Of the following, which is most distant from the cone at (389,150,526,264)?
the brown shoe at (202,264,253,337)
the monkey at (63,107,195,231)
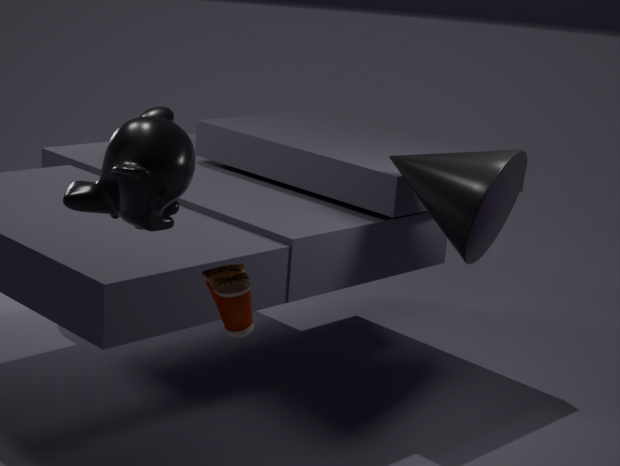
the monkey at (63,107,195,231)
